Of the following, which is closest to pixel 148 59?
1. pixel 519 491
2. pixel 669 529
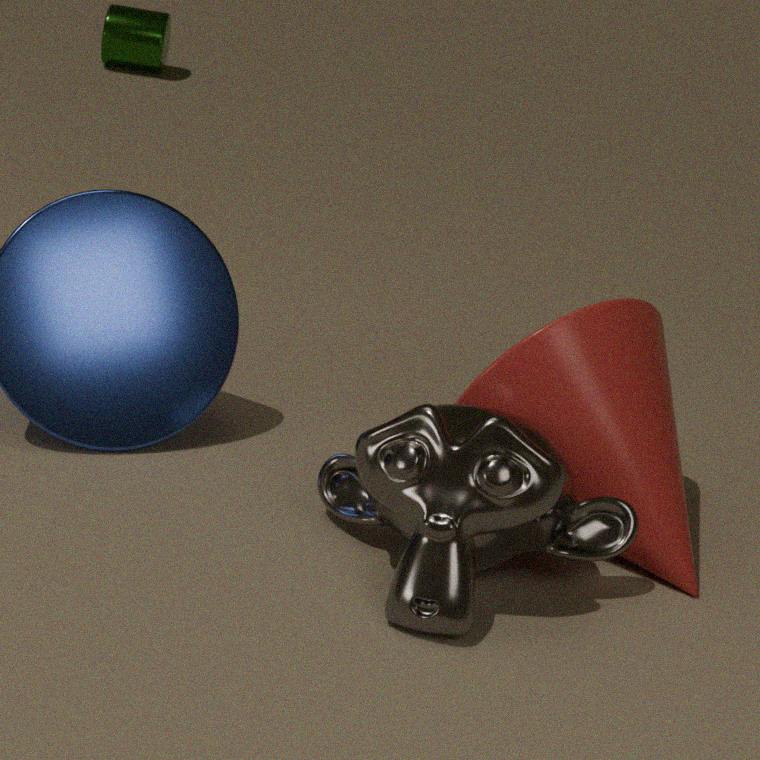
pixel 669 529
